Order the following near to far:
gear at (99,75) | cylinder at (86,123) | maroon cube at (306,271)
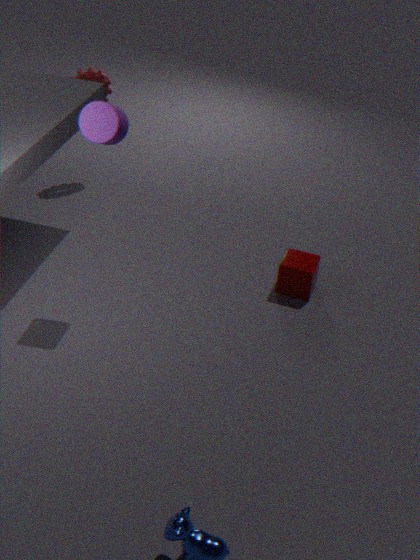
1. cylinder at (86,123)
2. maroon cube at (306,271)
3. gear at (99,75)
